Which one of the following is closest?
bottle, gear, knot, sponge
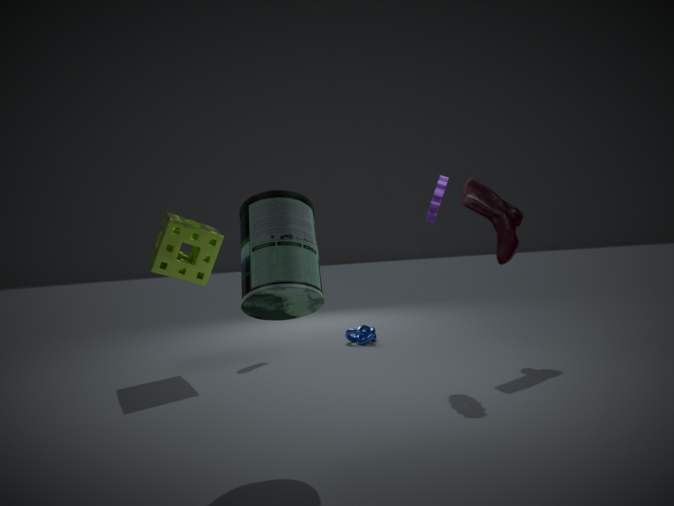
bottle
